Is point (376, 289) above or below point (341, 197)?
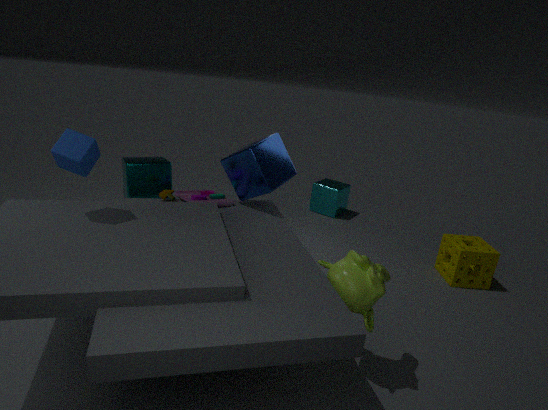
above
